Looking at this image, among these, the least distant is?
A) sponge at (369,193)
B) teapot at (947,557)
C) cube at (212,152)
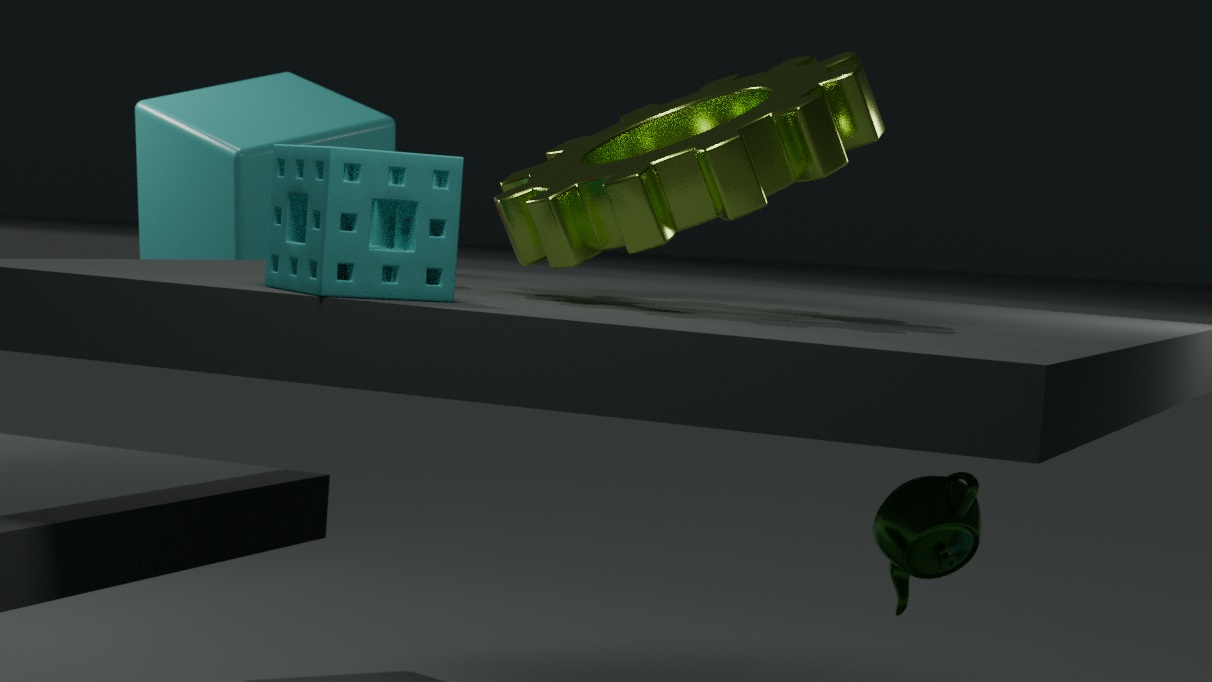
sponge at (369,193)
